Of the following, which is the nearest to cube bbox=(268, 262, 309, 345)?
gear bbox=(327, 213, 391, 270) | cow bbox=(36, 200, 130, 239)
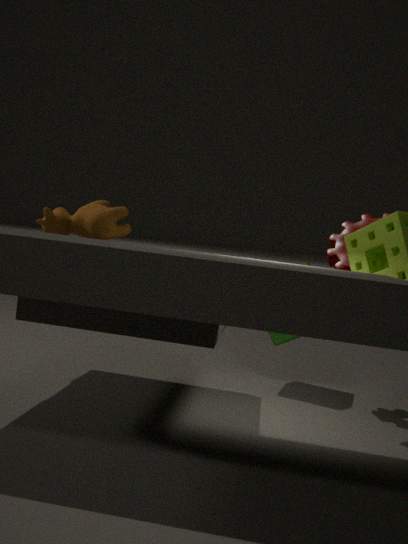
gear bbox=(327, 213, 391, 270)
